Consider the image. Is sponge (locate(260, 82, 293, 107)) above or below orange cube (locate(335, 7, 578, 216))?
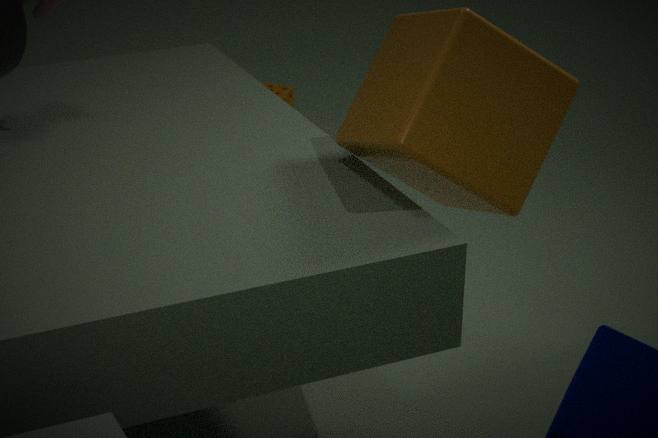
below
